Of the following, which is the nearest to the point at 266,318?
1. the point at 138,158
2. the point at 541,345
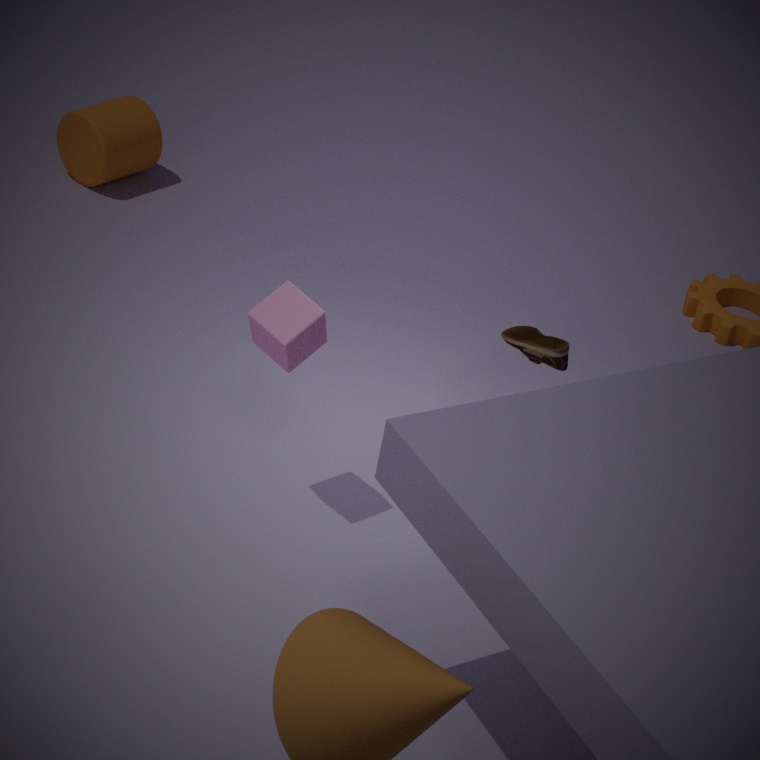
the point at 541,345
